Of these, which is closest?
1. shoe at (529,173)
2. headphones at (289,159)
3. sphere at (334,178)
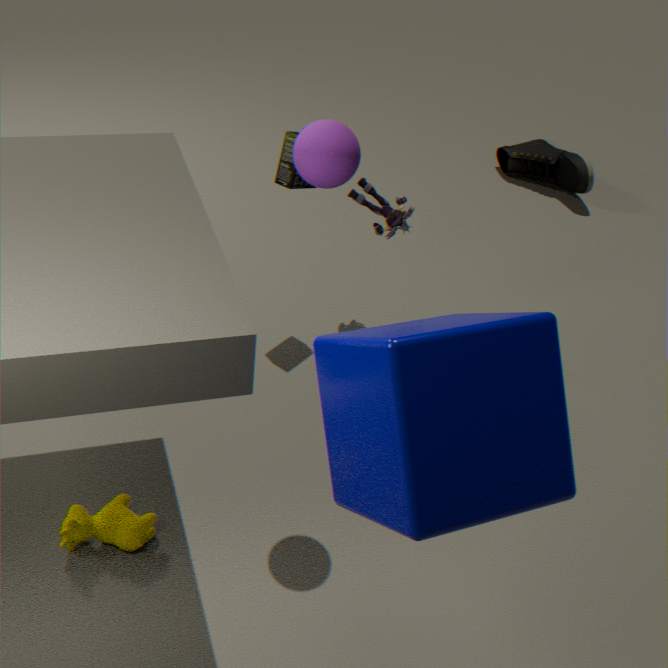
sphere at (334,178)
